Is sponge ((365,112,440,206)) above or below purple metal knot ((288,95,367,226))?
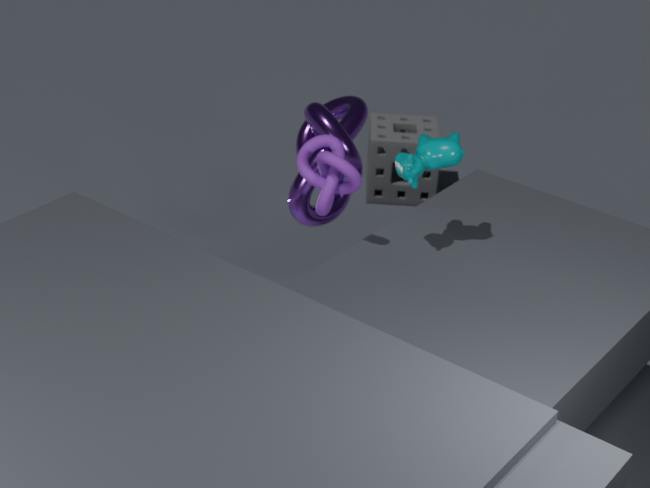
below
